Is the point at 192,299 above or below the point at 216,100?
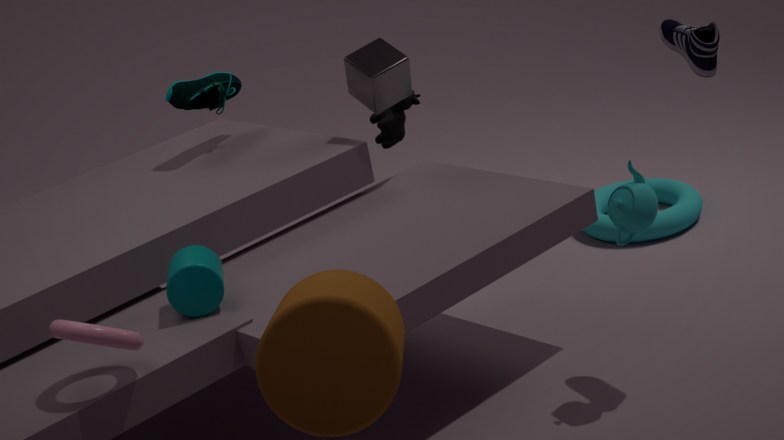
below
